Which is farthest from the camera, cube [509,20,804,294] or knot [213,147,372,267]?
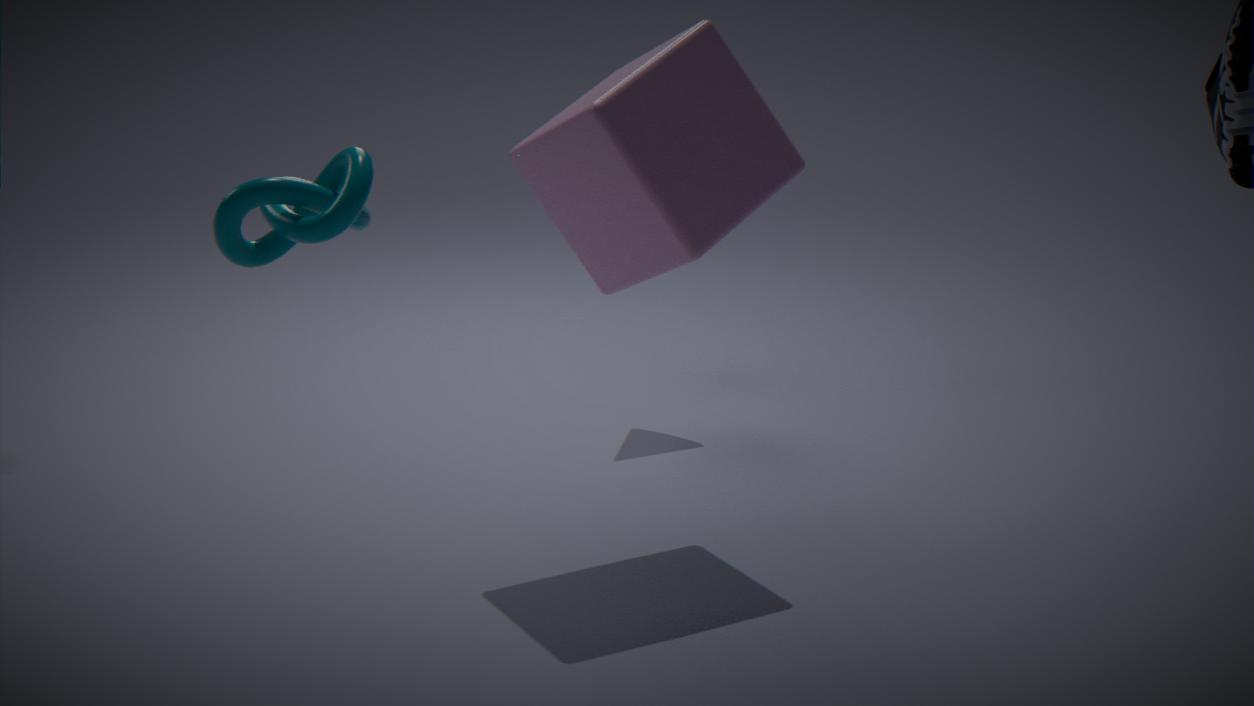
cube [509,20,804,294]
